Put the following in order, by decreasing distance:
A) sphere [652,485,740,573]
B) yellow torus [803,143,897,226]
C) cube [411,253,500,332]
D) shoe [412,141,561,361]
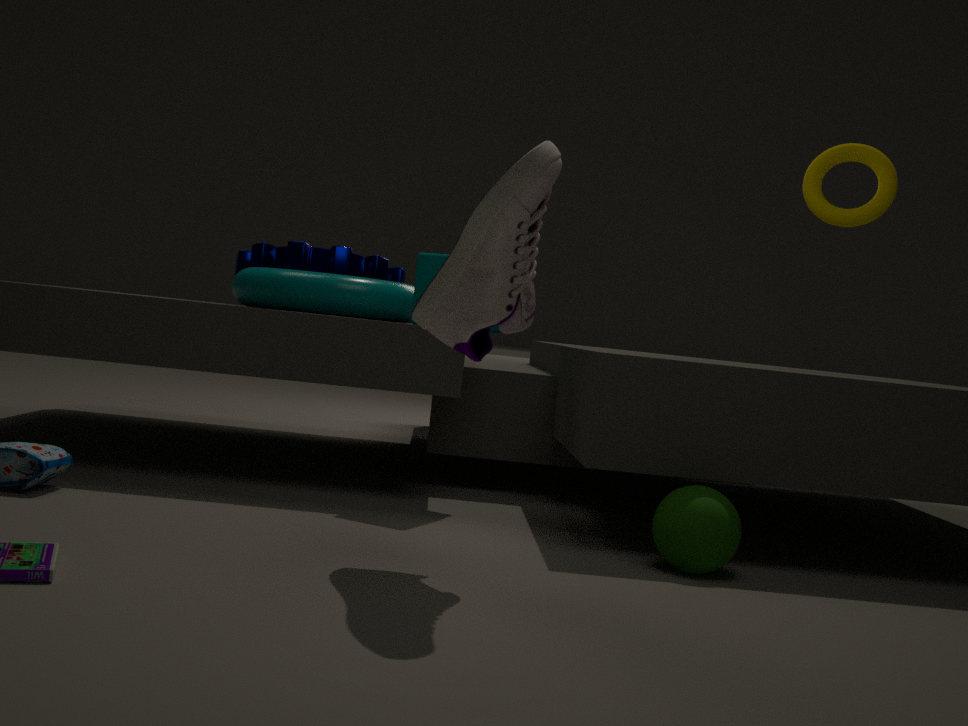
yellow torus [803,143,897,226] < cube [411,253,500,332] < sphere [652,485,740,573] < shoe [412,141,561,361]
